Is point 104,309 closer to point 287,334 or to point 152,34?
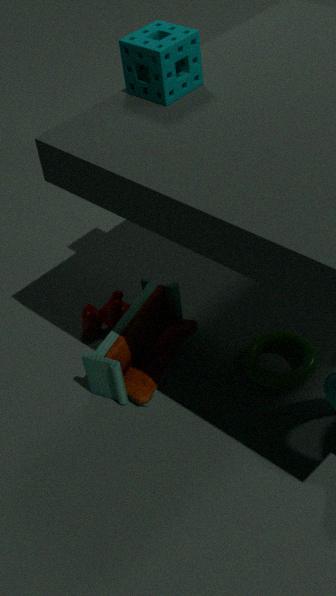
point 287,334
